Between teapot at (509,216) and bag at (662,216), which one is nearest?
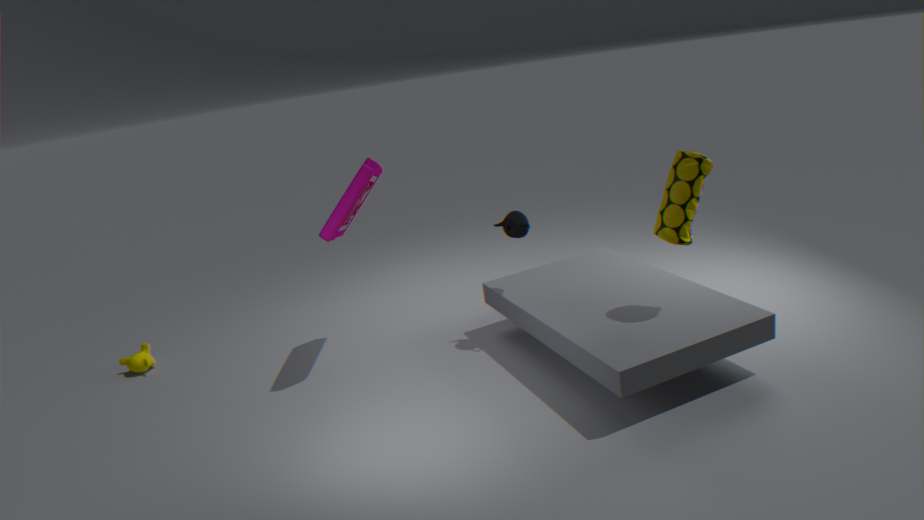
bag at (662,216)
